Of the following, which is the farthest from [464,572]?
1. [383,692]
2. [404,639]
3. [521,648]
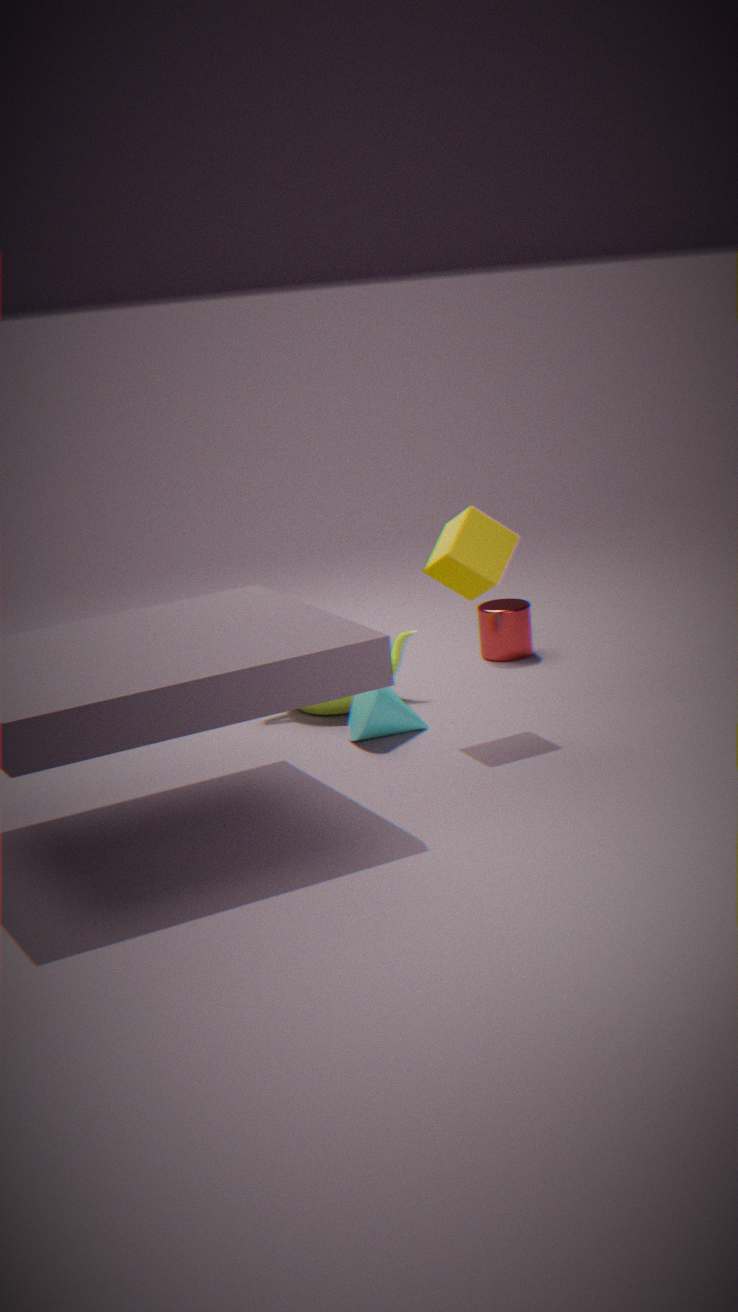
[521,648]
